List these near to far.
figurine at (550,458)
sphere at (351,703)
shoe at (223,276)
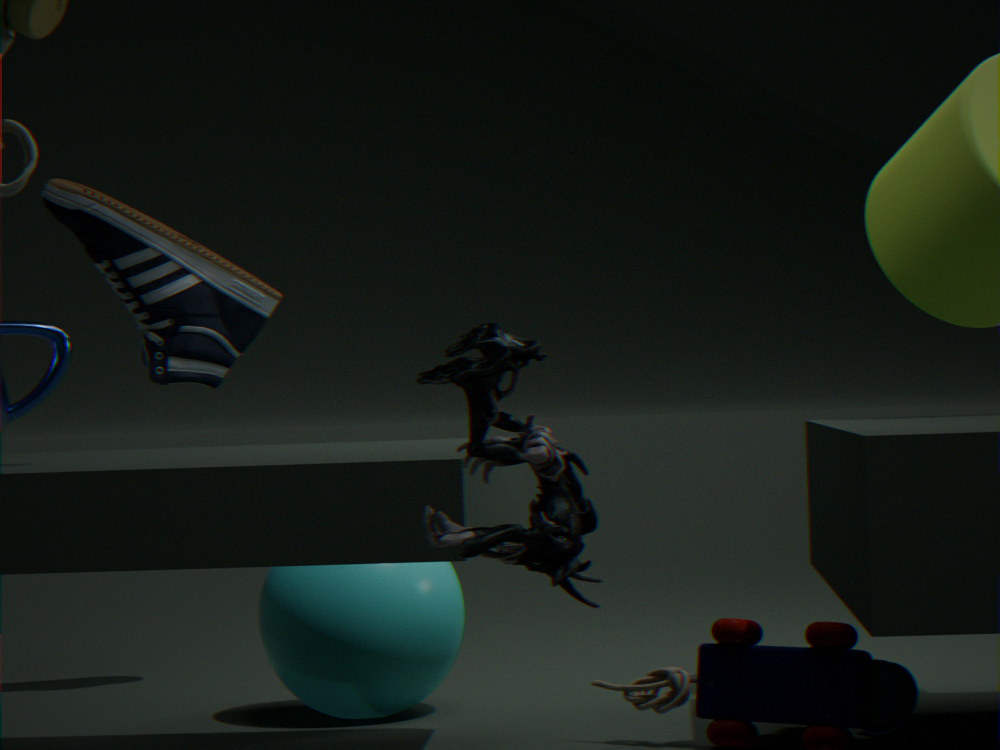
figurine at (550,458), sphere at (351,703), shoe at (223,276)
